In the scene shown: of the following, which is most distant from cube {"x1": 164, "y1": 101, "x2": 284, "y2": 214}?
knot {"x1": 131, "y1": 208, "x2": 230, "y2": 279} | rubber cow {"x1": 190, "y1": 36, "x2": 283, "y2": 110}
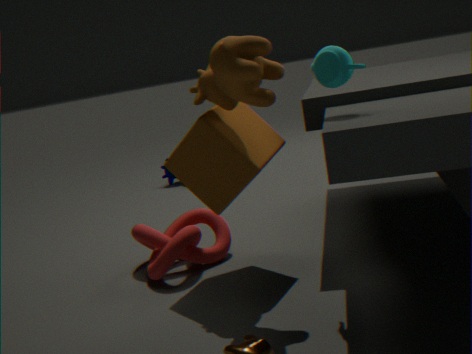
knot {"x1": 131, "y1": 208, "x2": 230, "y2": 279}
